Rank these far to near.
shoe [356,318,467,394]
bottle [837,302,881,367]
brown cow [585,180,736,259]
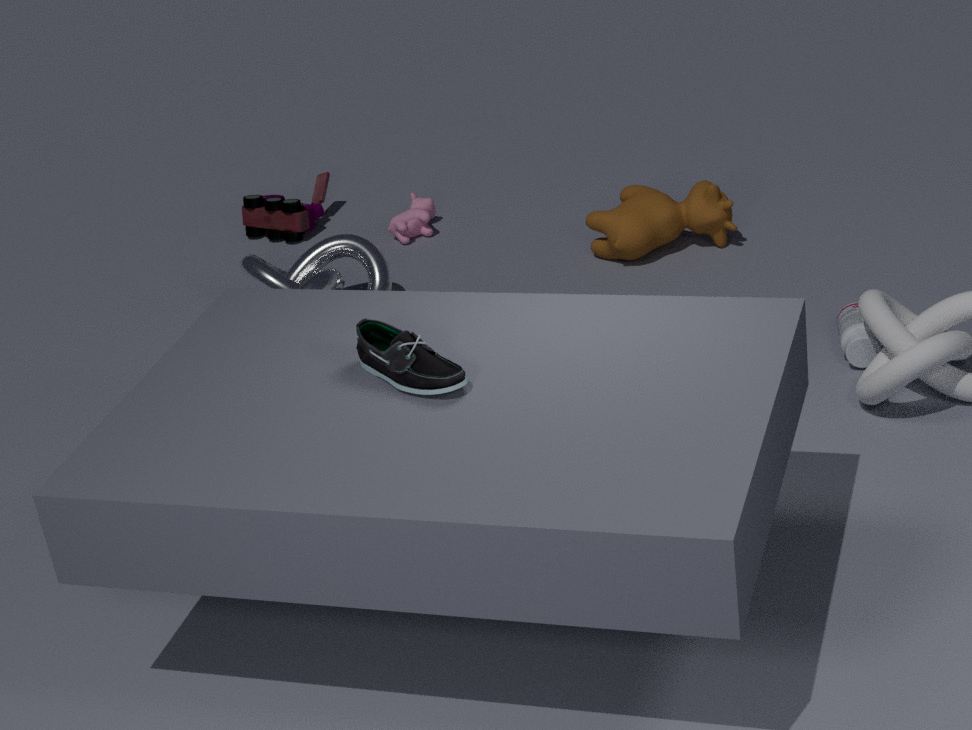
brown cow [585,180,736,259]
bottle [837,302,881,367]
shoe [356,318,467,394]
